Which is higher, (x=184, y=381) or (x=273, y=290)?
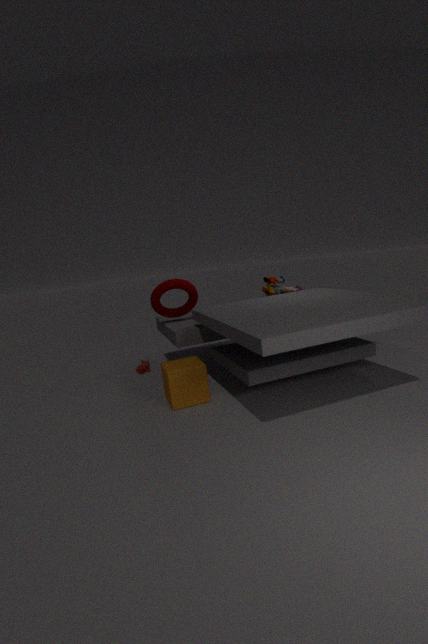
(x=273, y=290)
